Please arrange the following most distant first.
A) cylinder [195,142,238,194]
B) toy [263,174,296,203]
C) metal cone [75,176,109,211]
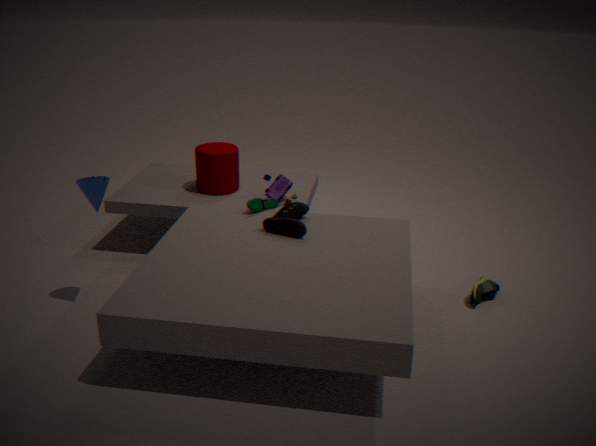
cylinder [195,142,238,194] < toy [263,174,296,203] < metal cone [75,176,109,211]
